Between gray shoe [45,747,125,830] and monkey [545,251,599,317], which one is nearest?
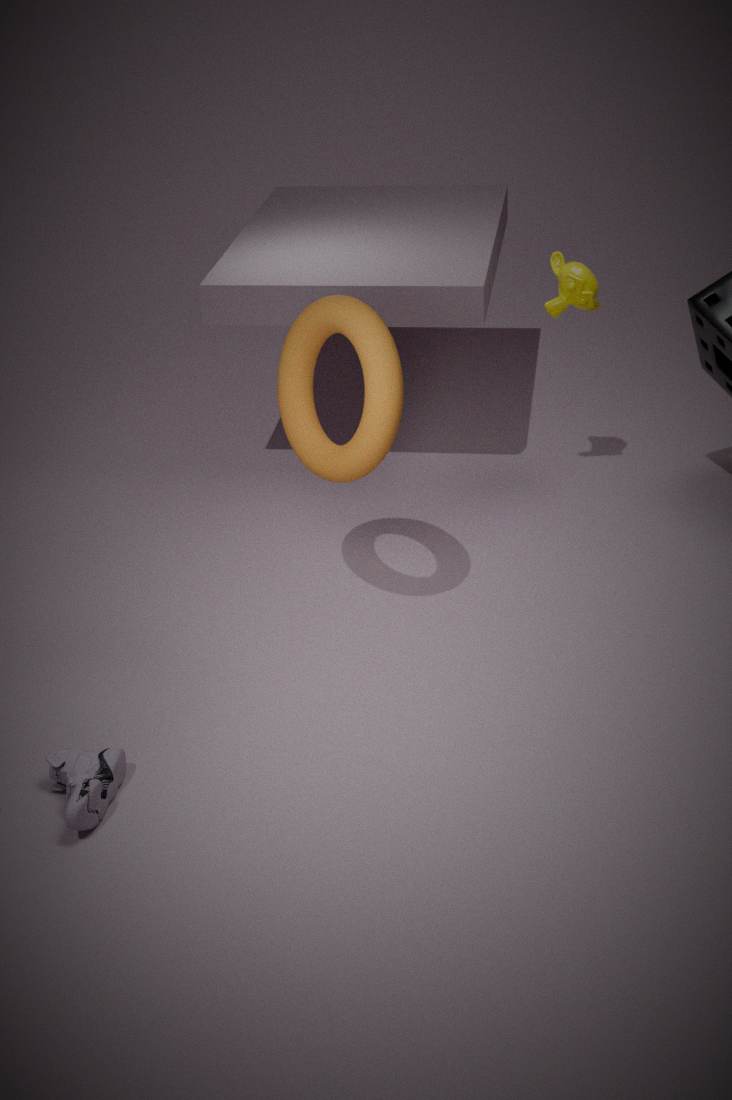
gray shoe [45,747,125,830]
